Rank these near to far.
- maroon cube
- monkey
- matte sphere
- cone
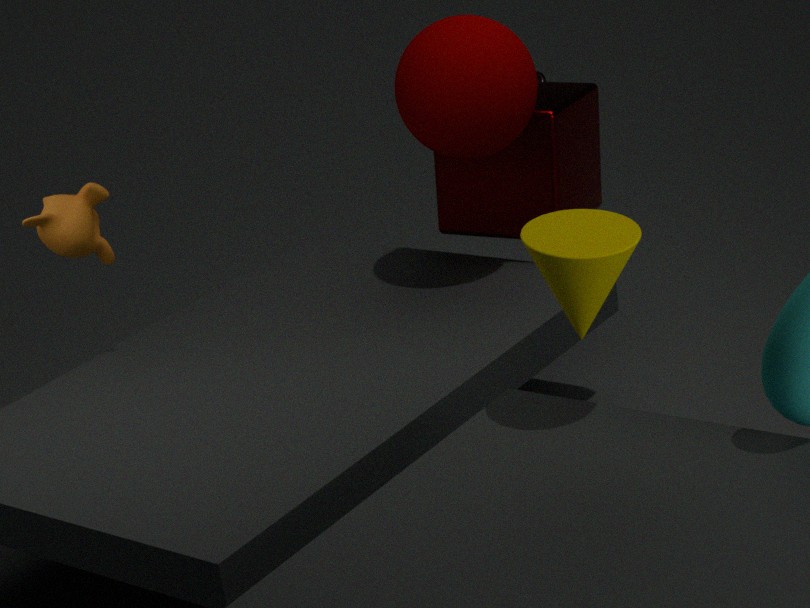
cone < monkey < matte sphere < maroon cube
